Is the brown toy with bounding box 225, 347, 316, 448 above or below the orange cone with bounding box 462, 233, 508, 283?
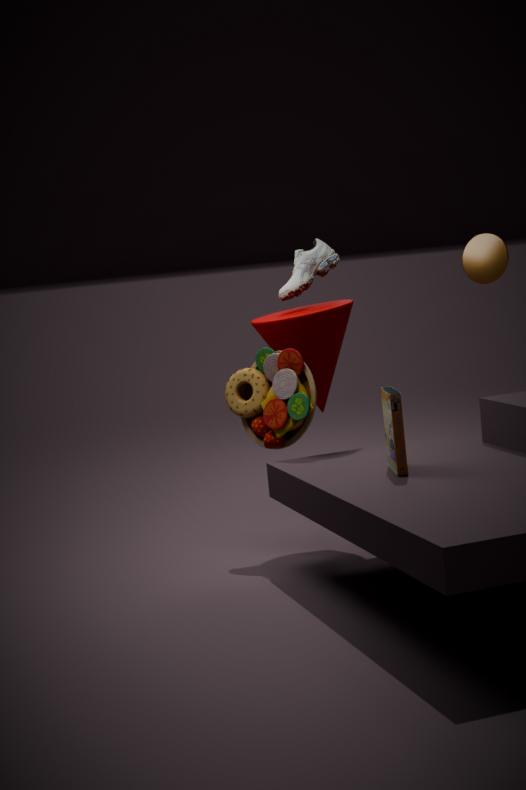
below
